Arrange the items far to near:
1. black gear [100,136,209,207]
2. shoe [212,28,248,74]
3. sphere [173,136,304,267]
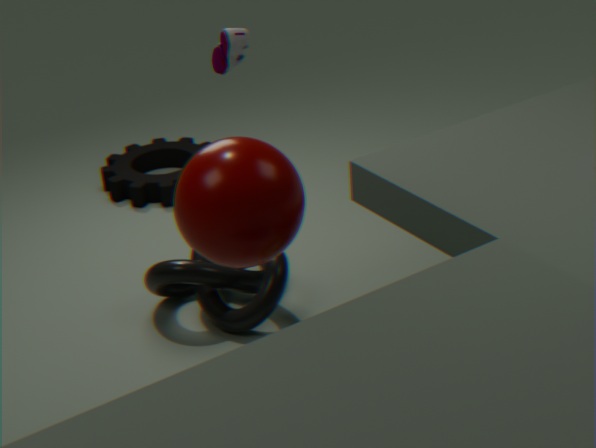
black gear [100,136,209,207]
shoe [212,28,248,74]
sphere [173,136,304,267]
